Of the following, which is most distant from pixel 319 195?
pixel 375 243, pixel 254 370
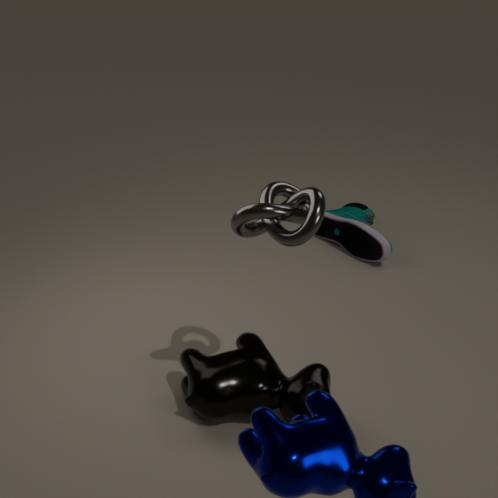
pixel 375 243
